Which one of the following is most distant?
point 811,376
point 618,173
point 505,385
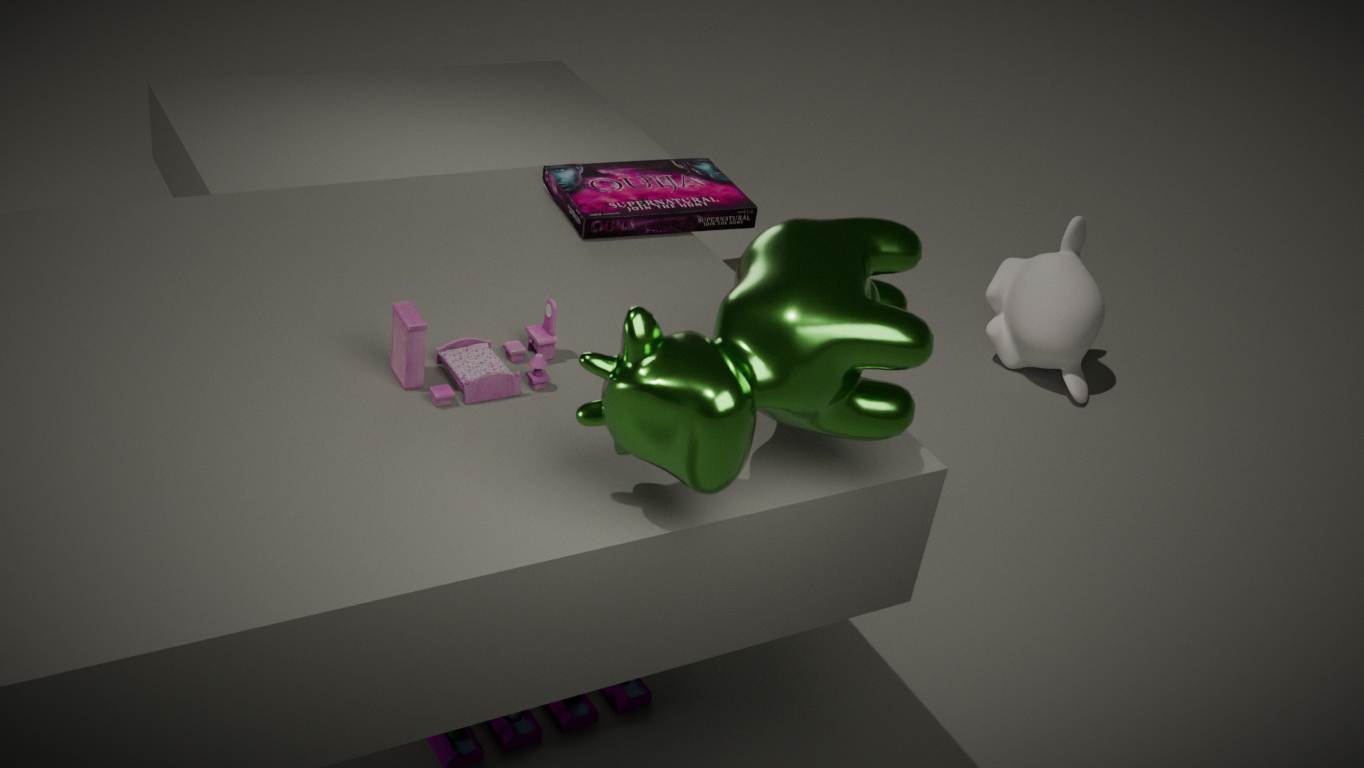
point 618,173
